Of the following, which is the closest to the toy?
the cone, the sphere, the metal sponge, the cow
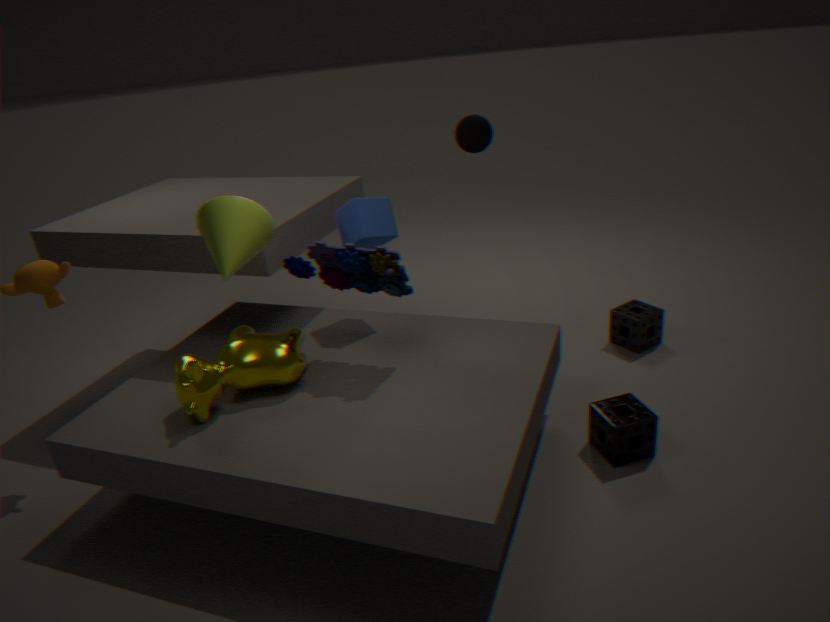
the cow
